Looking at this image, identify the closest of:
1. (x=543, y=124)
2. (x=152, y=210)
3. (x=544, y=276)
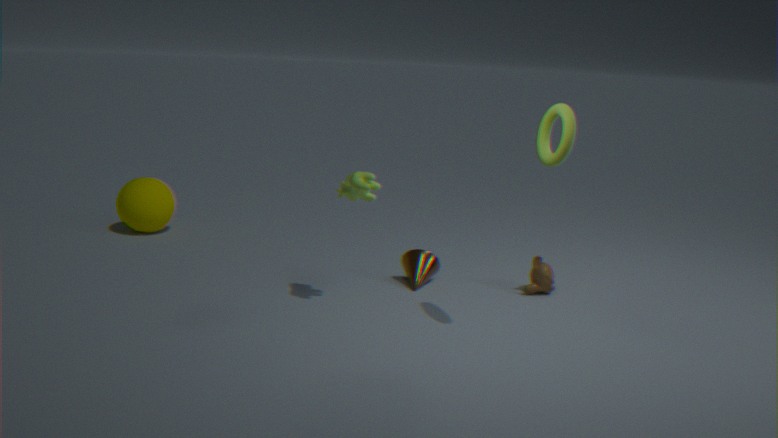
(x=543, y=124)
